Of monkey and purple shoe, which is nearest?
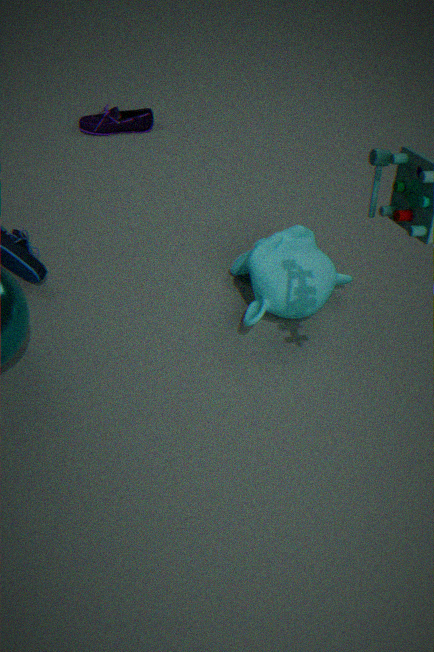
monkey
